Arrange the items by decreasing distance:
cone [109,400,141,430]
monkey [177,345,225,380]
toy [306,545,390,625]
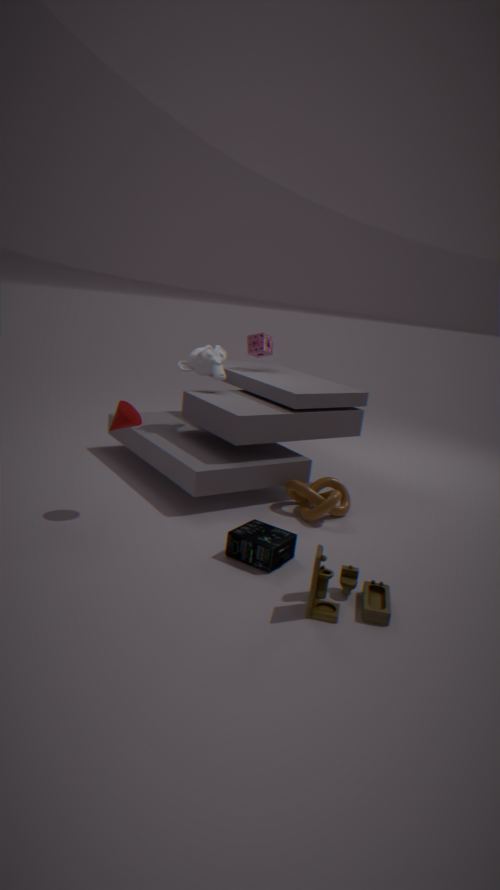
monkey [177,345,225,380], cone [109,400,141,430], toy [306,545,390,625]
